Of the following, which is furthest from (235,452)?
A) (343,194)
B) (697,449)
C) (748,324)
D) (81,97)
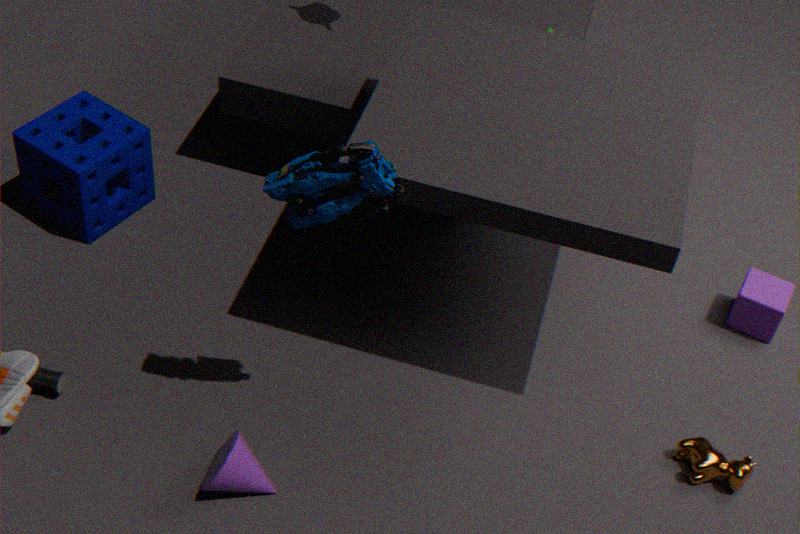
(748,324)
